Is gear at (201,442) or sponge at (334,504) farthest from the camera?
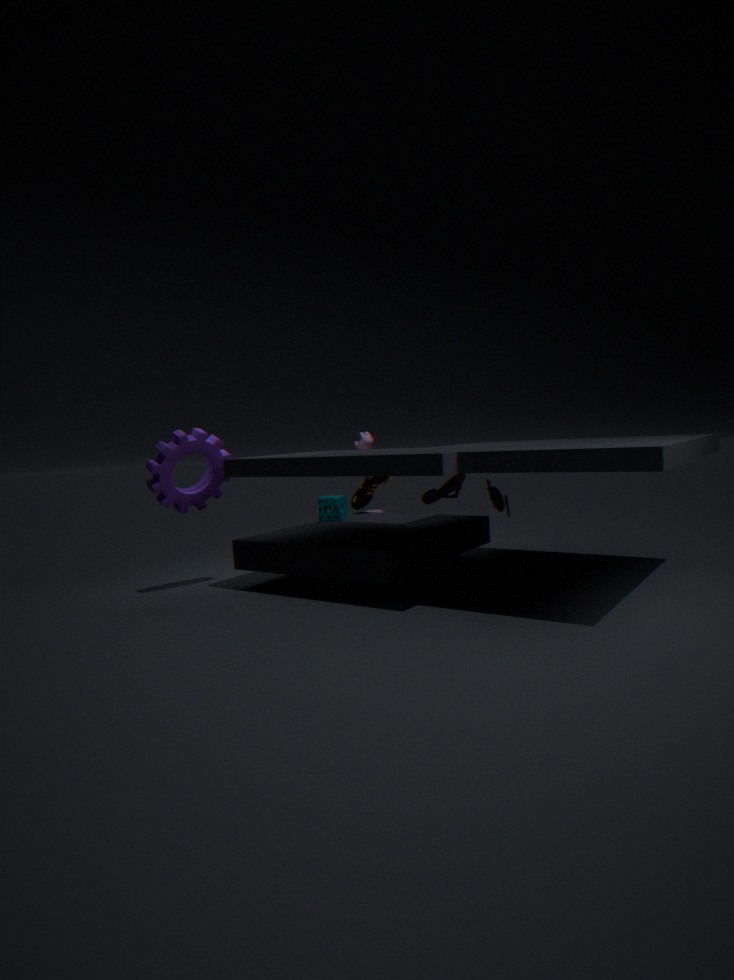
sponge at (334,504)
